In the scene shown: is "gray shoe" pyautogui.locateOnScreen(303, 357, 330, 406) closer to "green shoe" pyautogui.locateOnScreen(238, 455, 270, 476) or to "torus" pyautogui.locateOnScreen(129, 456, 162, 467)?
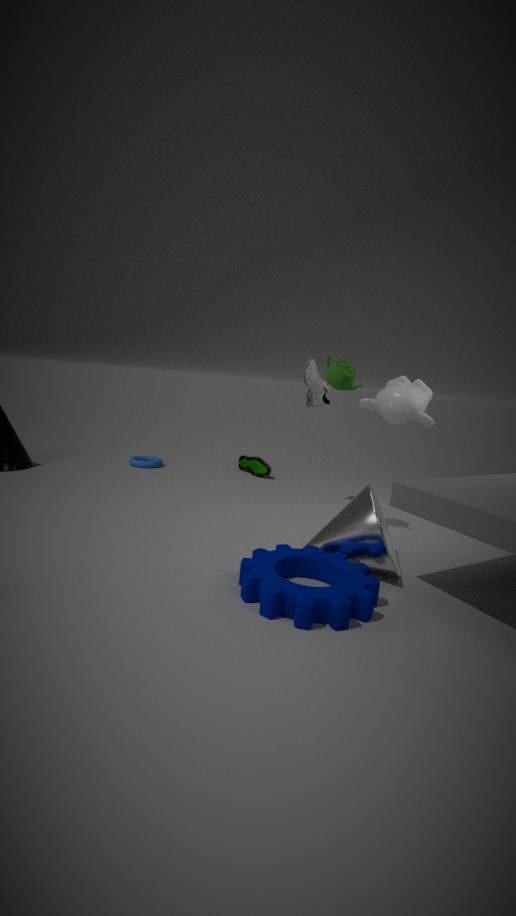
"green shoe" pyautogui.locateOnScreen(238, 455, 270, 476)
